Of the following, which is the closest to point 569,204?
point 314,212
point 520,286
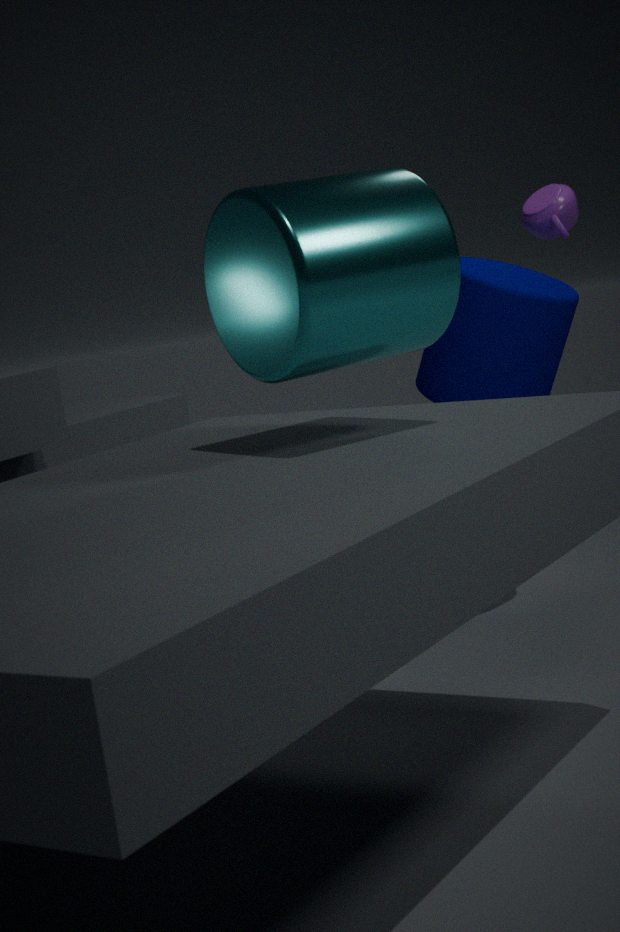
point 520,286
